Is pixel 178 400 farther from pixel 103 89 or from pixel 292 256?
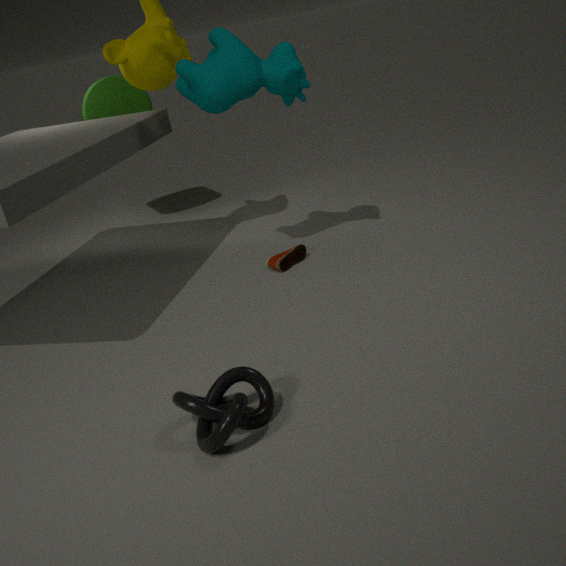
pixel 103 89
